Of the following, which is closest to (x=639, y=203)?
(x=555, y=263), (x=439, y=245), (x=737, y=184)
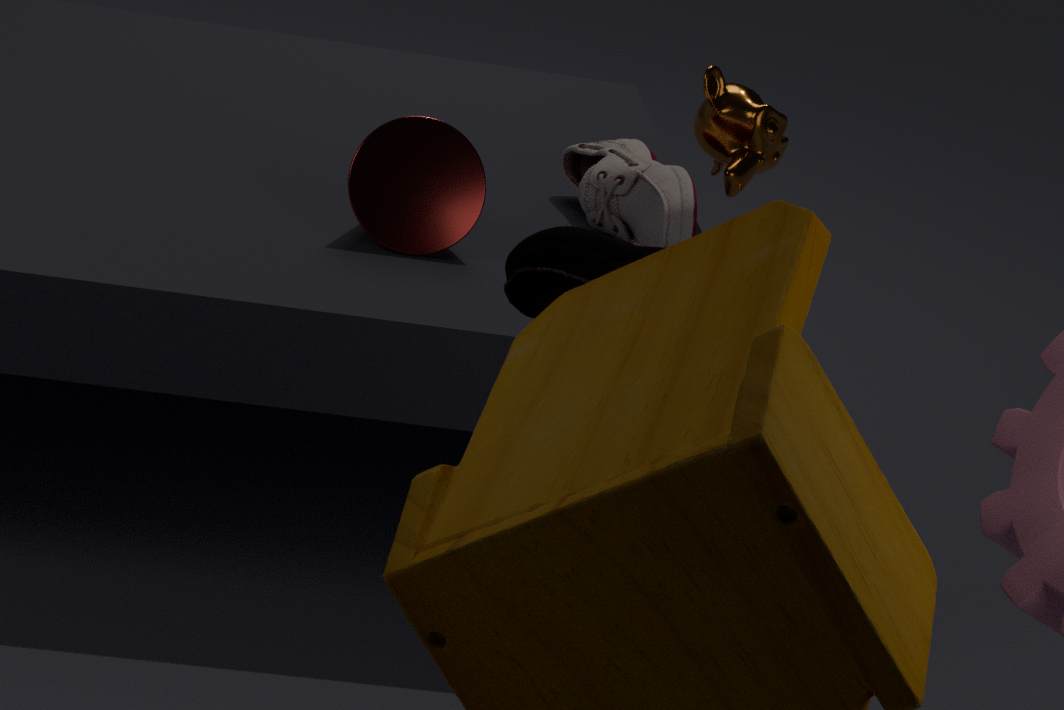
(x=737, y=184)
